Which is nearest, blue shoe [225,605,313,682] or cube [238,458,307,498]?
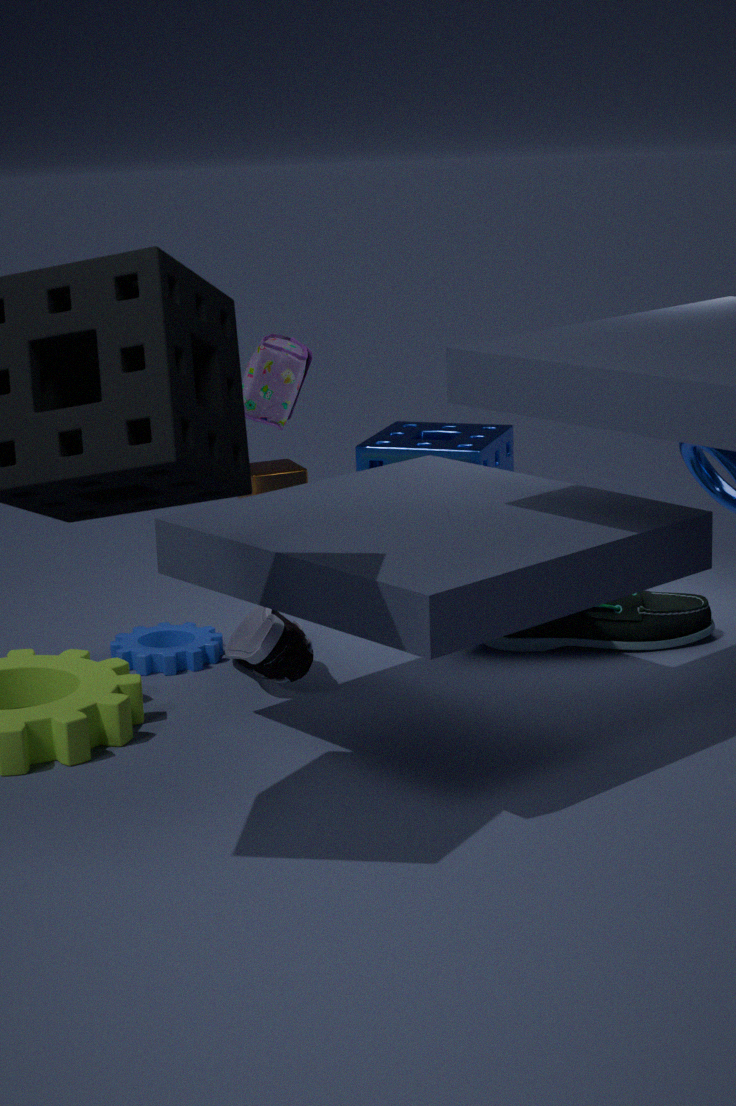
blue shoe [225,605,313,682]
